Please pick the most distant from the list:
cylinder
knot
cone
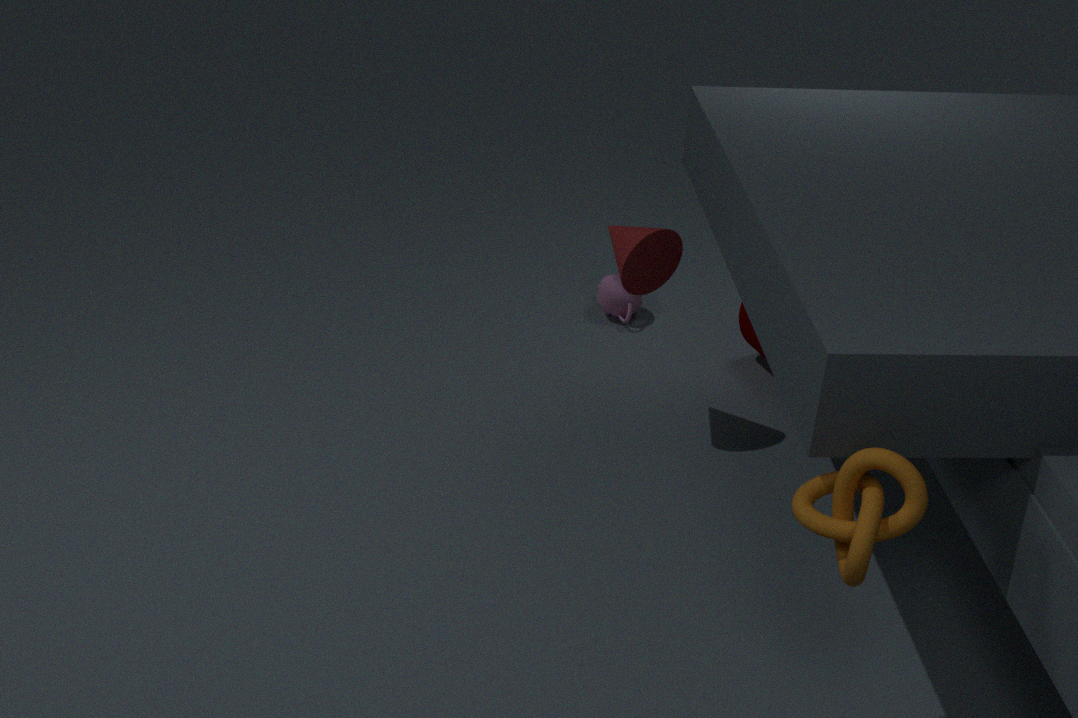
cylinder
